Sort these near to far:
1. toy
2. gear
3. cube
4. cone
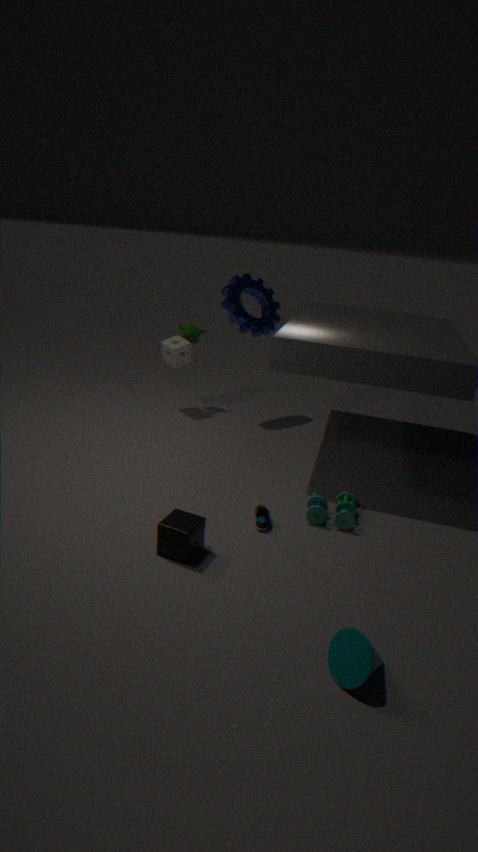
cone
cube
toy
gear
